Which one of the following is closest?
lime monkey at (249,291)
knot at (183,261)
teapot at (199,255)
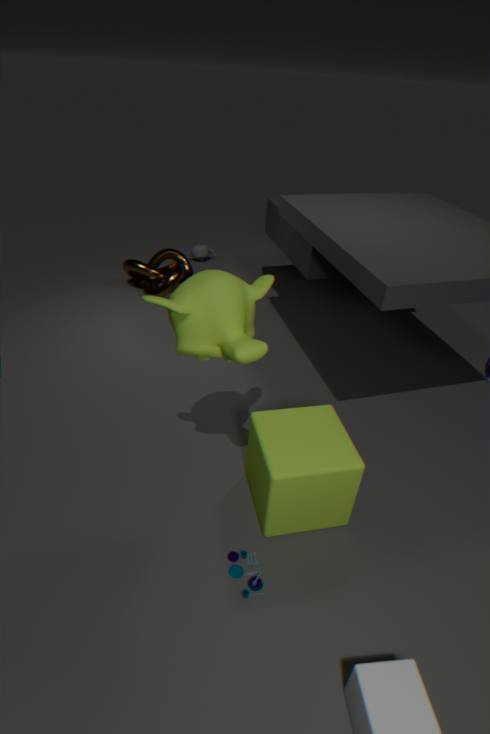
lime monkey at (249,291)
